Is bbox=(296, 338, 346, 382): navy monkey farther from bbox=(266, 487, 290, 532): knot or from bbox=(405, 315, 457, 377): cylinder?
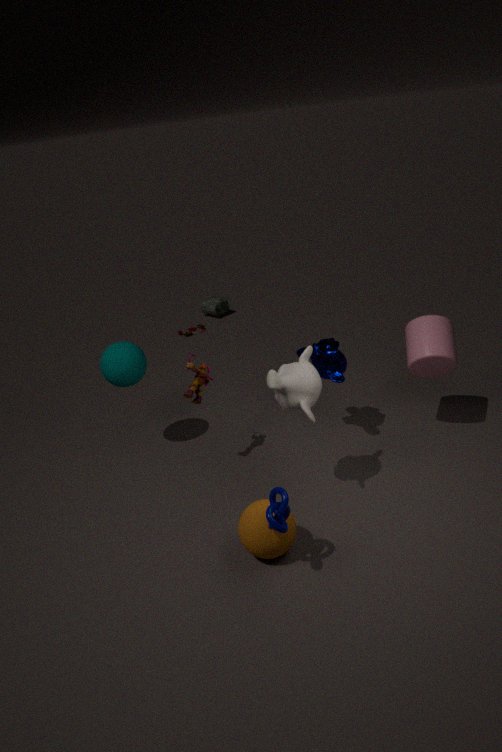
bbox=(266, 487, 290, 532): knot
